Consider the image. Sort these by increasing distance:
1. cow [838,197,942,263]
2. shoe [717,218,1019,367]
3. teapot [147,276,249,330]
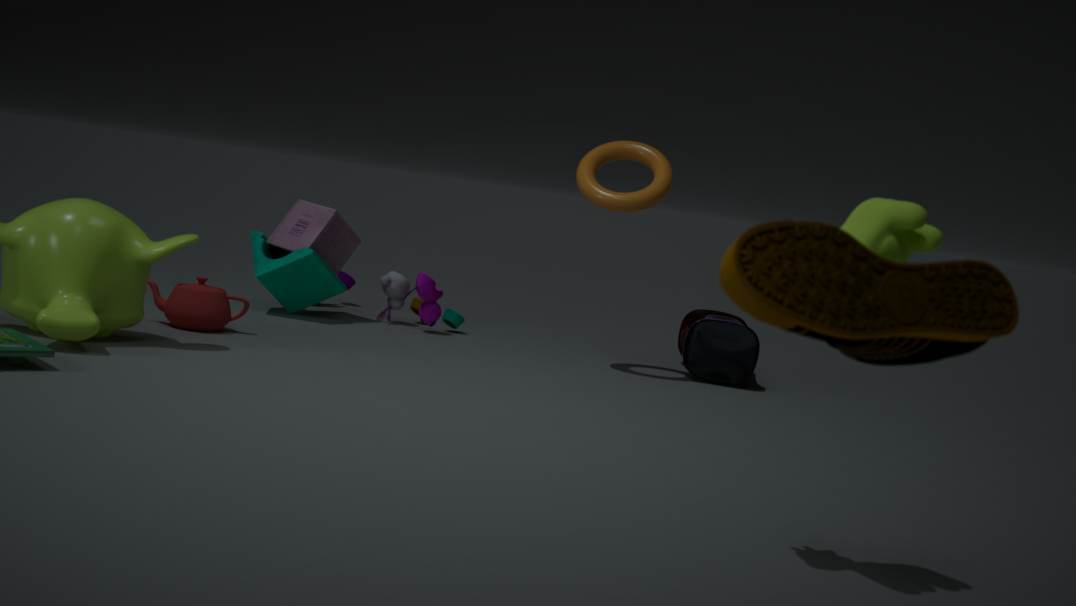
shoe [717,218,1019,367], cow [838,197,942,263], teapot [147,276,249,330]
